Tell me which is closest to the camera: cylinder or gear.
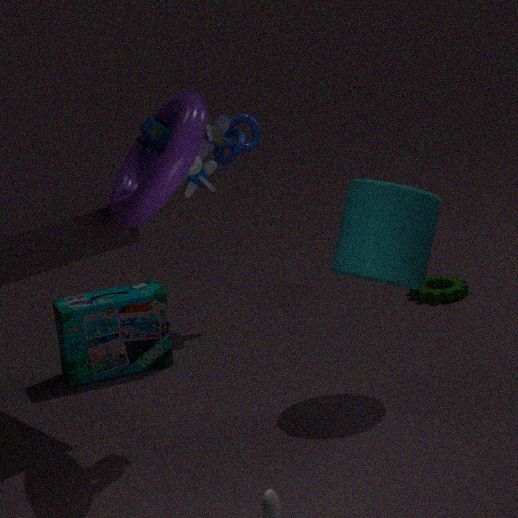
cylinder
